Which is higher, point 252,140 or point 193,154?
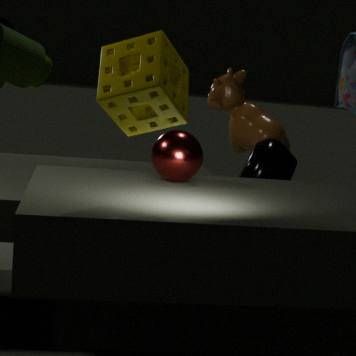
point 252,140
